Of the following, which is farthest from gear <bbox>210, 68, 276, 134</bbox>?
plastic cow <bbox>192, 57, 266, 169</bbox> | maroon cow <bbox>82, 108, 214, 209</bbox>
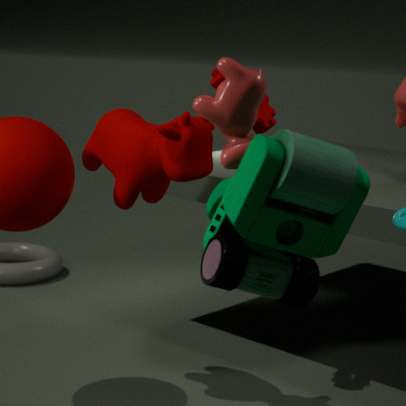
plastic cow <bbox>192, 57, 266, 169</bbox>
